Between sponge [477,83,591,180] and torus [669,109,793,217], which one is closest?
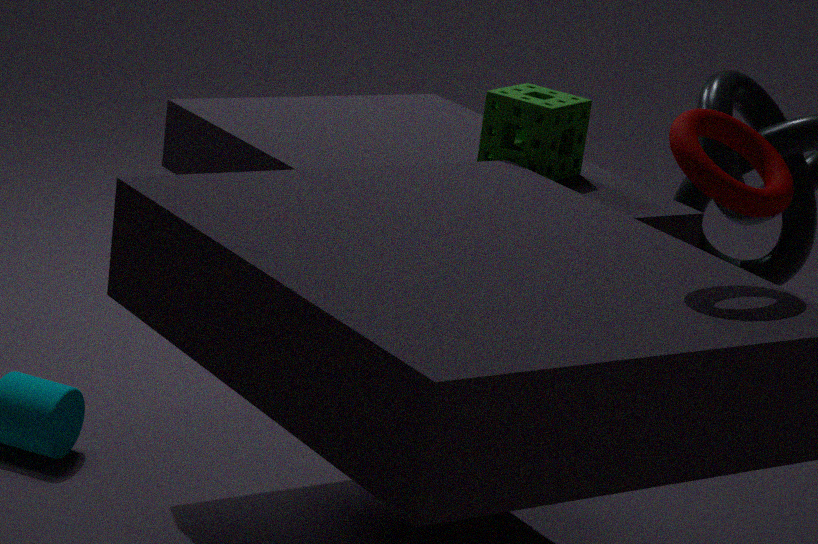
torus [669,109,793,217]
